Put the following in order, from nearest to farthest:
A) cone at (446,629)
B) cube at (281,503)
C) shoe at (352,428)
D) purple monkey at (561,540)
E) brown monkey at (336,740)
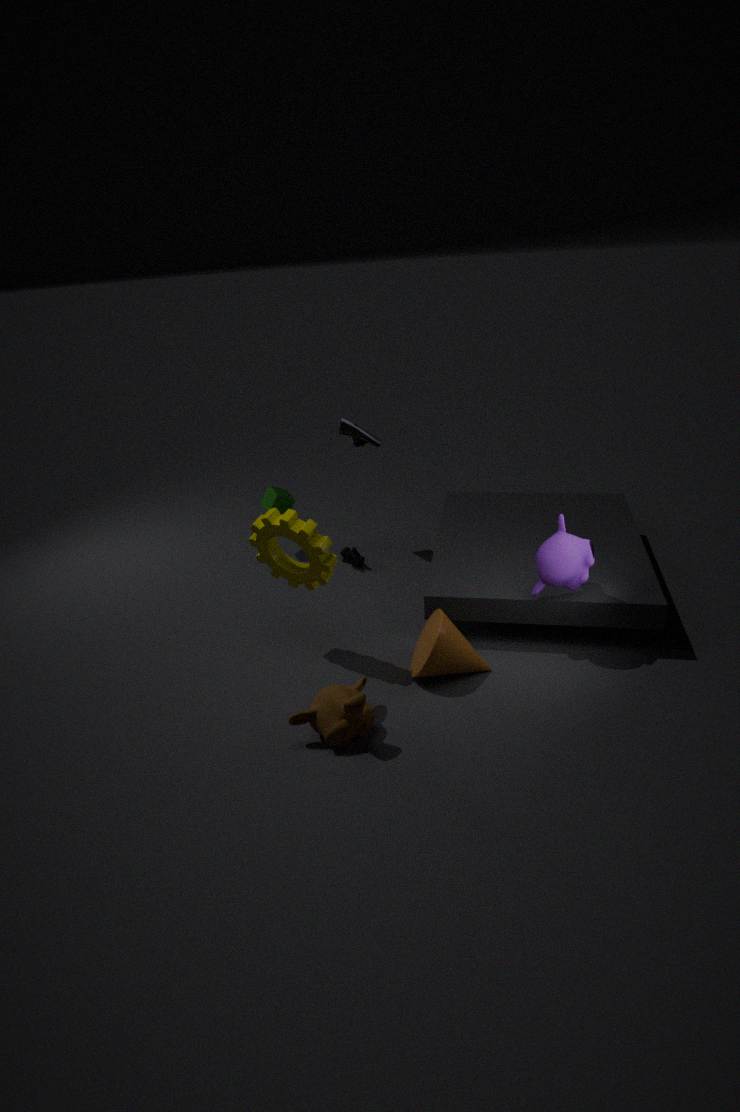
brown monkey at (336,740), cone at (446,629), purple monkey at (561,540), shoe at (352,428), cube at (281,503)
